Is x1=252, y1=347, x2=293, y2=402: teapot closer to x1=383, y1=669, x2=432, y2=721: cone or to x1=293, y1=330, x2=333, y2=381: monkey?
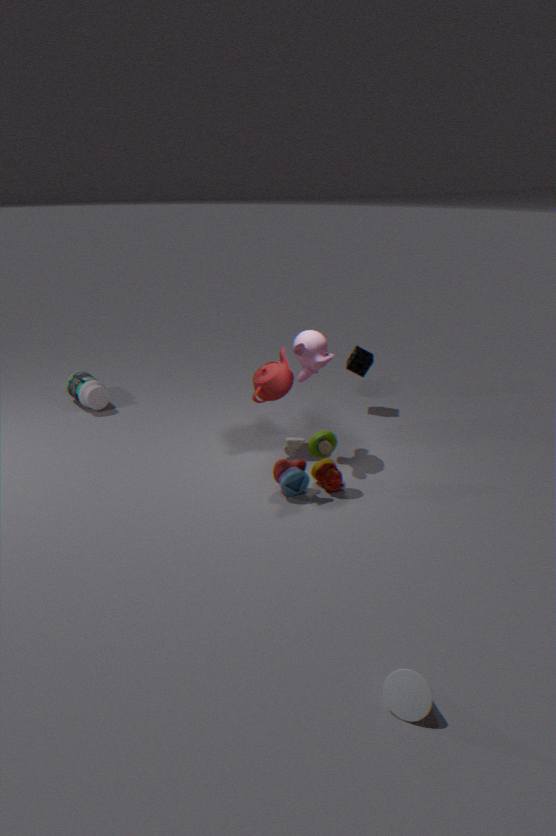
x1=293, y1=330, x2=333, y2=381: monkey
